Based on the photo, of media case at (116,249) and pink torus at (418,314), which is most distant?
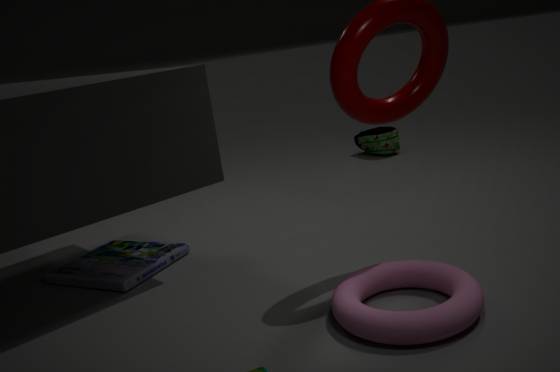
media case at (116,249)
